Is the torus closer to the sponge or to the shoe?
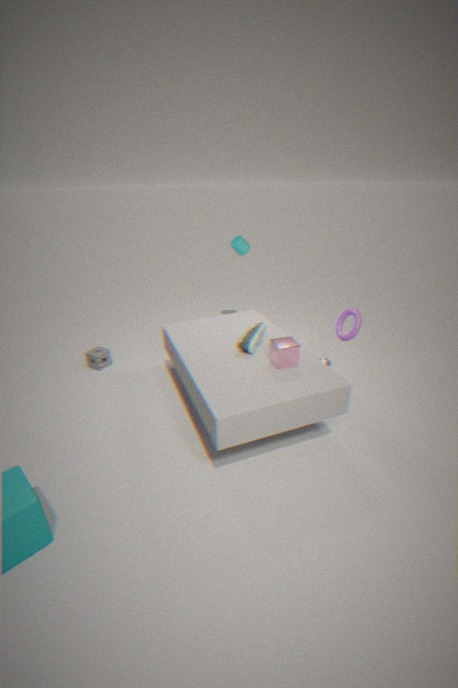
the shoe
